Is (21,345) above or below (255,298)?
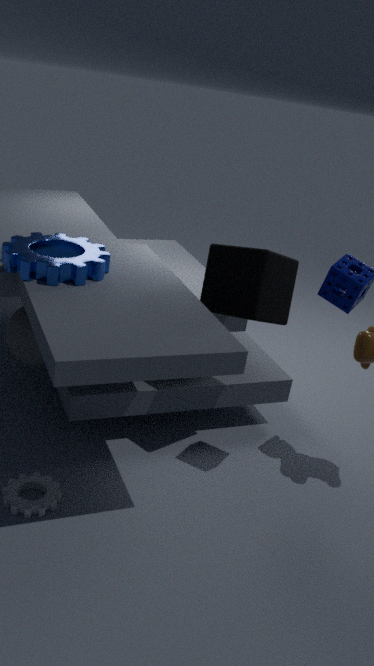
below
